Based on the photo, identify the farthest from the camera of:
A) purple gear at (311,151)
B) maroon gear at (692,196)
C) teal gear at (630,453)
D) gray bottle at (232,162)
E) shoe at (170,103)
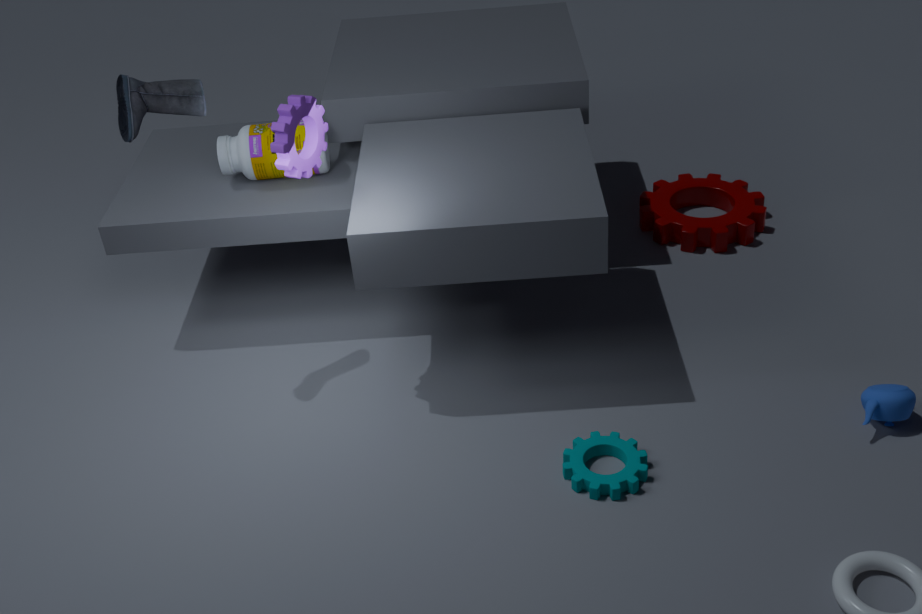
maroon gear at (692,196)
